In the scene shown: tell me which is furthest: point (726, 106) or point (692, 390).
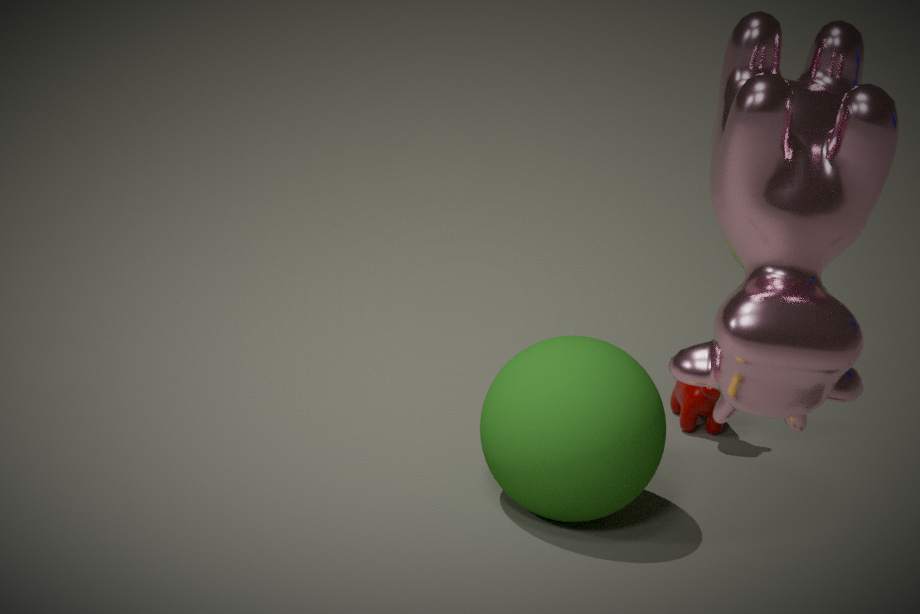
point (692, 390)
